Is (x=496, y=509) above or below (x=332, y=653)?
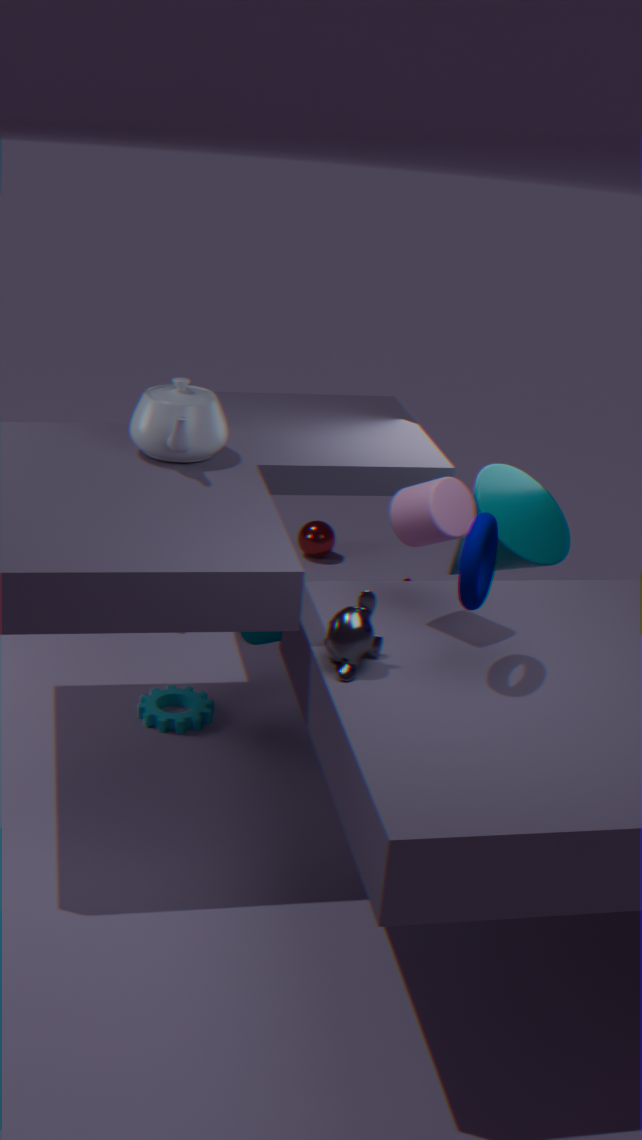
below
